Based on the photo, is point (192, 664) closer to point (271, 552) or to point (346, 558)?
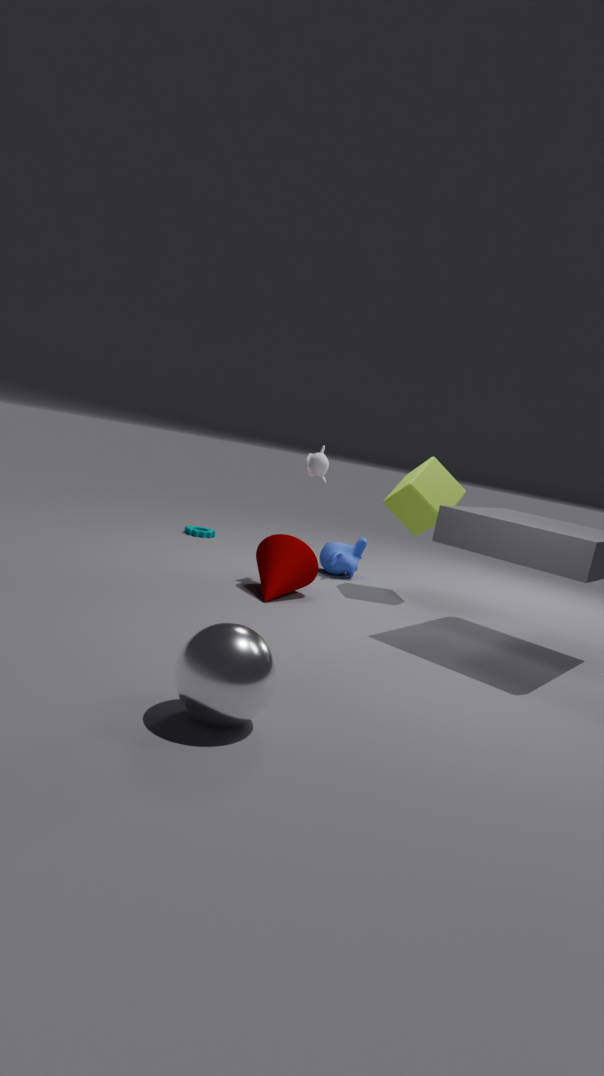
point (271, 552)
